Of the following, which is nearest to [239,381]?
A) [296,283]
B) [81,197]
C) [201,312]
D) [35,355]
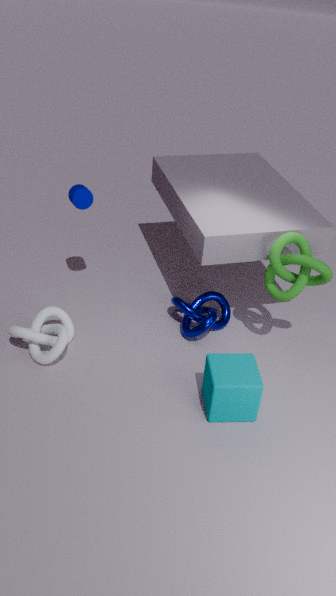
[201,312]
